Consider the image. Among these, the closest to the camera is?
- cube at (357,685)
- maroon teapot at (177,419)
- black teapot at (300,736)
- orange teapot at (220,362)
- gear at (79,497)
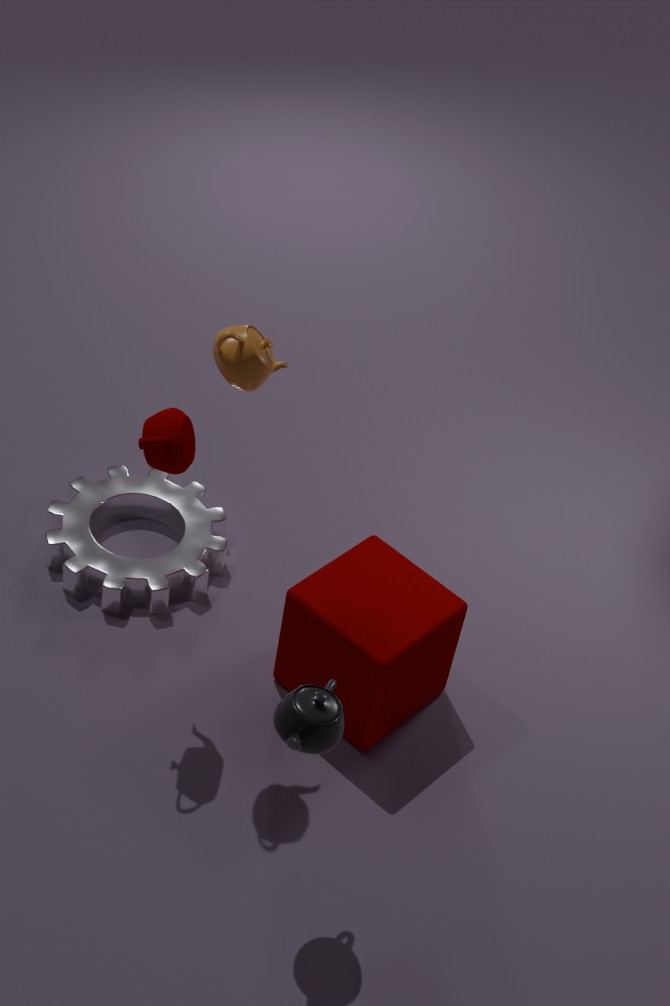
black teapot at (300,736)
